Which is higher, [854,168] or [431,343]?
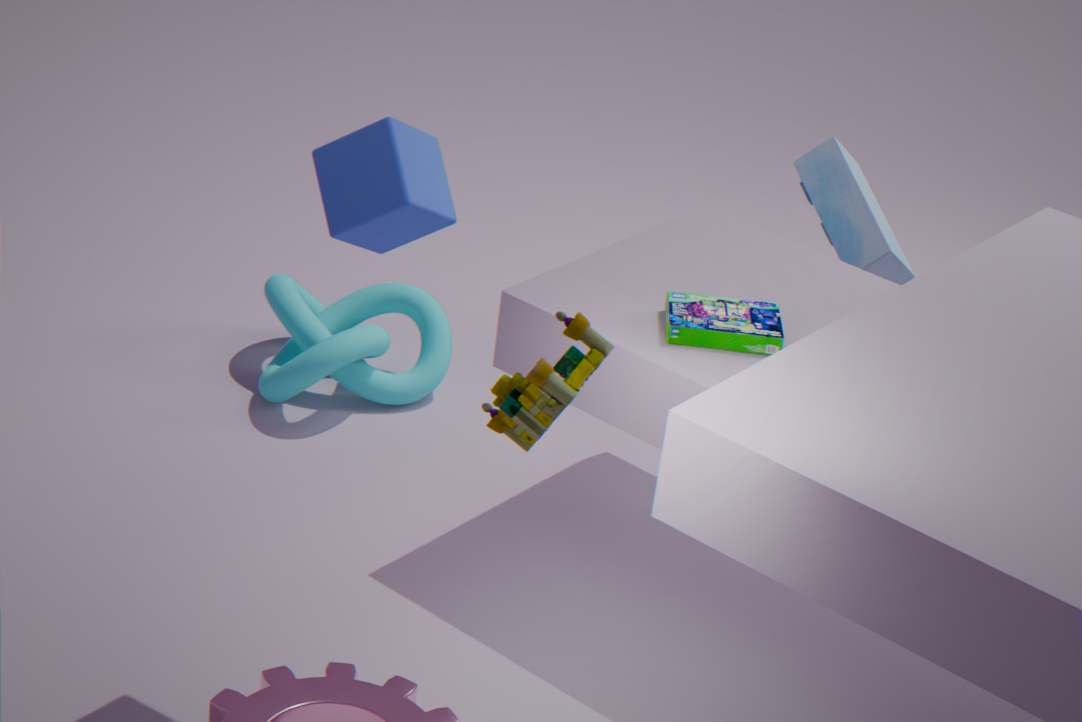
[854,168]
